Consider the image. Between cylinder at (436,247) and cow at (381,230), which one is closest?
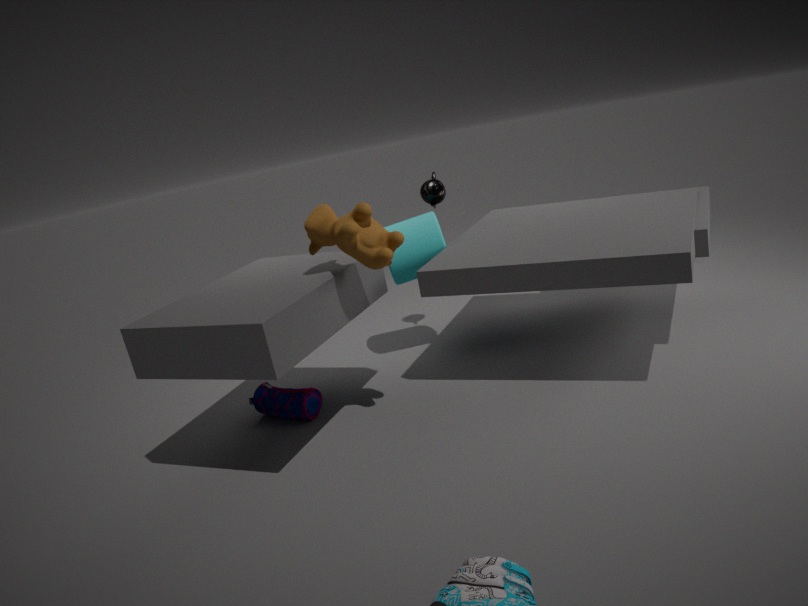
cow at (381,230)
